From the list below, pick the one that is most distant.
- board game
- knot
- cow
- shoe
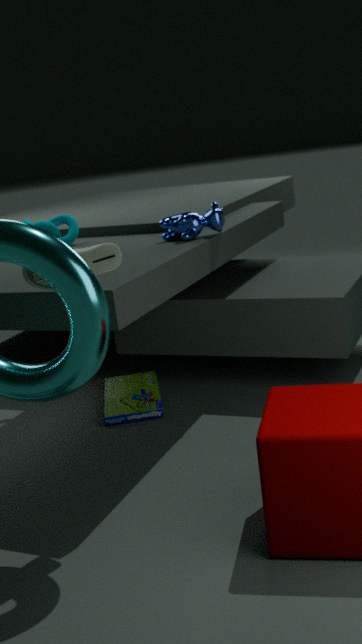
knot
